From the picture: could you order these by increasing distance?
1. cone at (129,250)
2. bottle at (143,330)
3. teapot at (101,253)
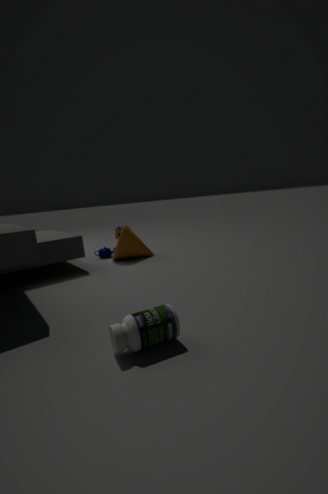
bottle at (143,330)
cone at (129,250)
teapot at (101,253)
